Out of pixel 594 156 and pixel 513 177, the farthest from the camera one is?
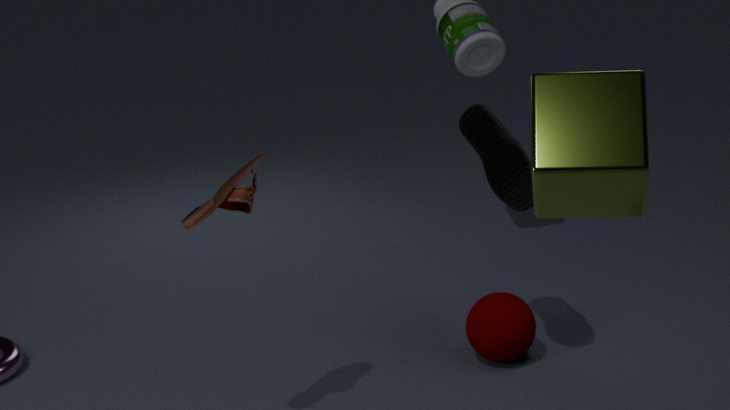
pixel 513 177
